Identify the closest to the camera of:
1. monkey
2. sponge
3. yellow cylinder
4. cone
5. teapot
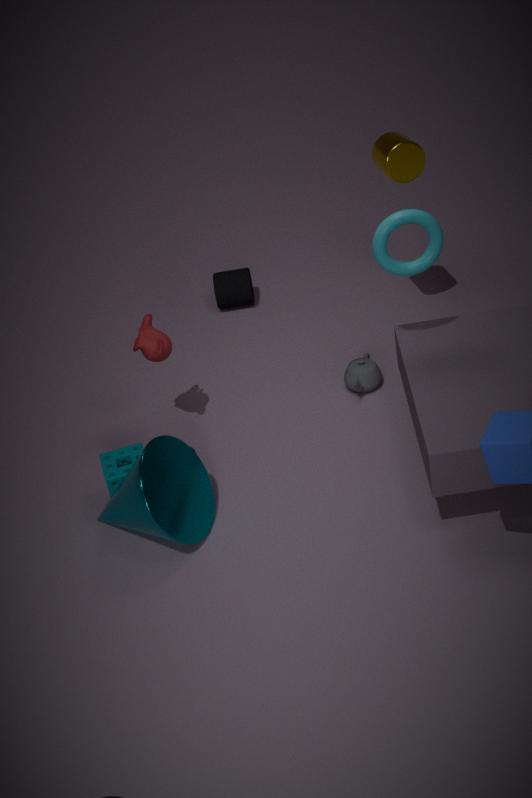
cone
